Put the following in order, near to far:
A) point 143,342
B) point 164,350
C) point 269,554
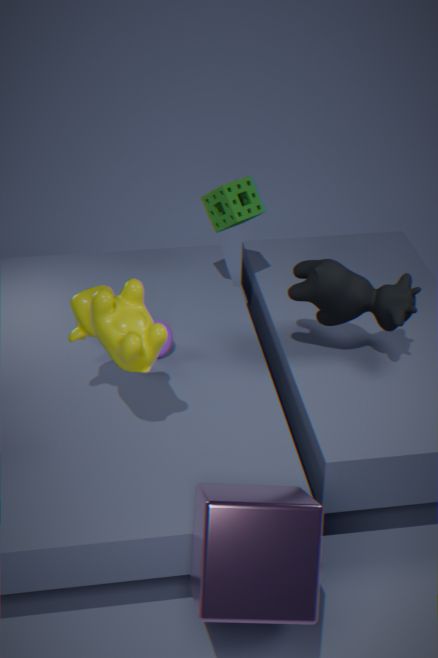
point 269,554 < point 143,342 < point 164,350
